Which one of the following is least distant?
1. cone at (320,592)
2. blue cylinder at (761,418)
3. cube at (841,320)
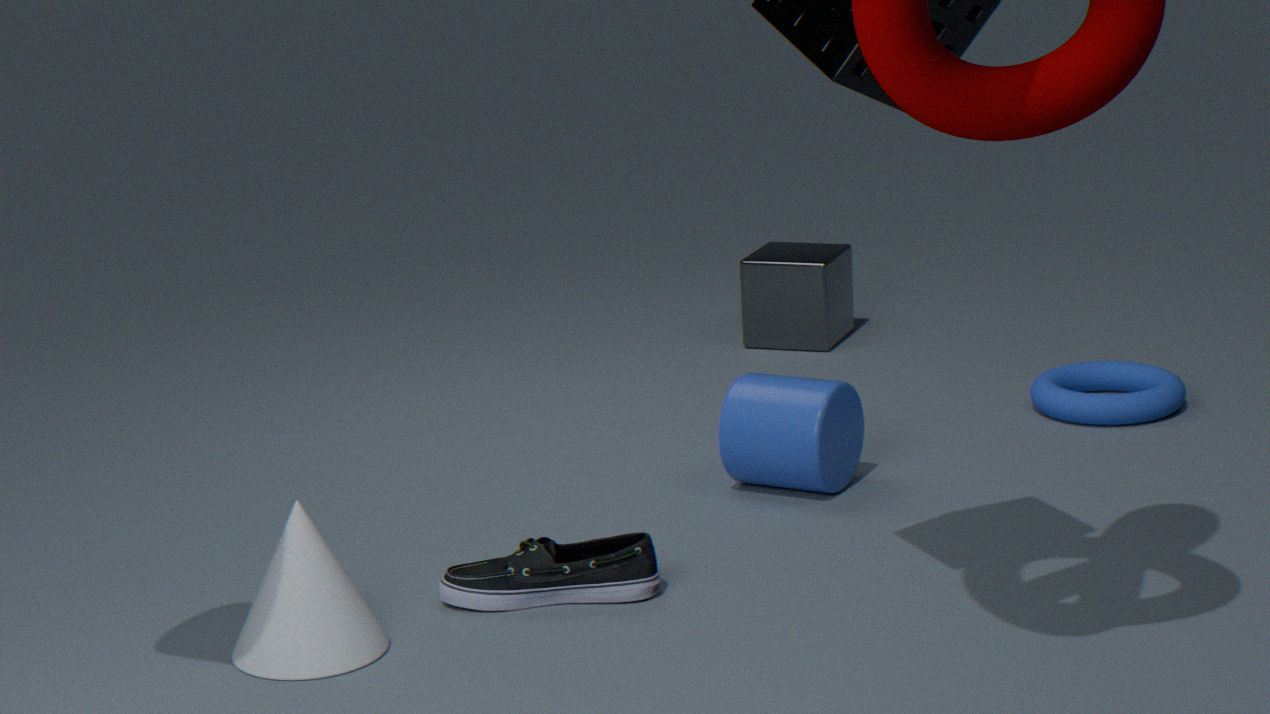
cone at (320,592)
